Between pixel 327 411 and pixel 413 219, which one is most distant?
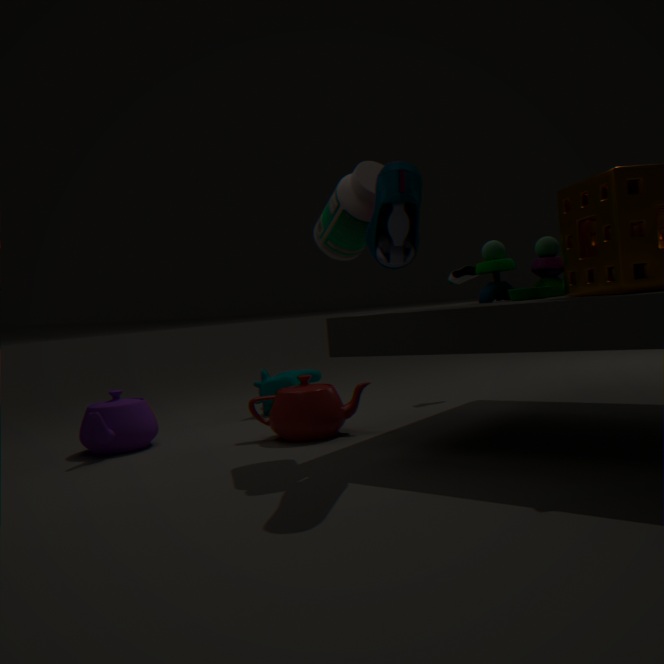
pixel 327 411
